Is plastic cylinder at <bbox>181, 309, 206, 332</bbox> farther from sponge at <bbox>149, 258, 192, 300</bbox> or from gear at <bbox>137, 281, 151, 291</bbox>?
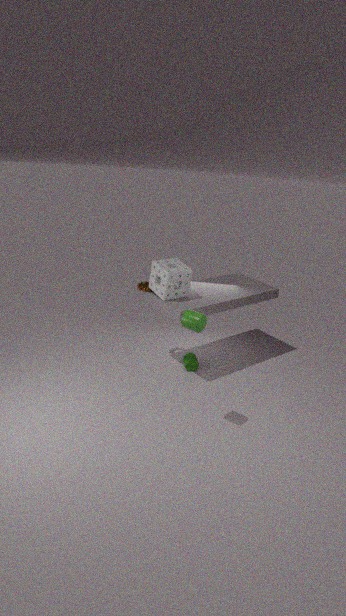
gear at <bbox>137, 281, 151, 291</bbox>
